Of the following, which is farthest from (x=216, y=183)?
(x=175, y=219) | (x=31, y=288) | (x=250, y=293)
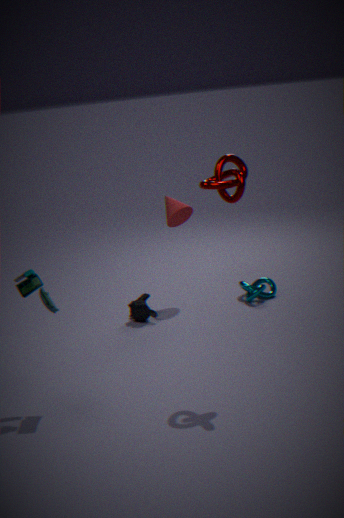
(x=250, y=293)
